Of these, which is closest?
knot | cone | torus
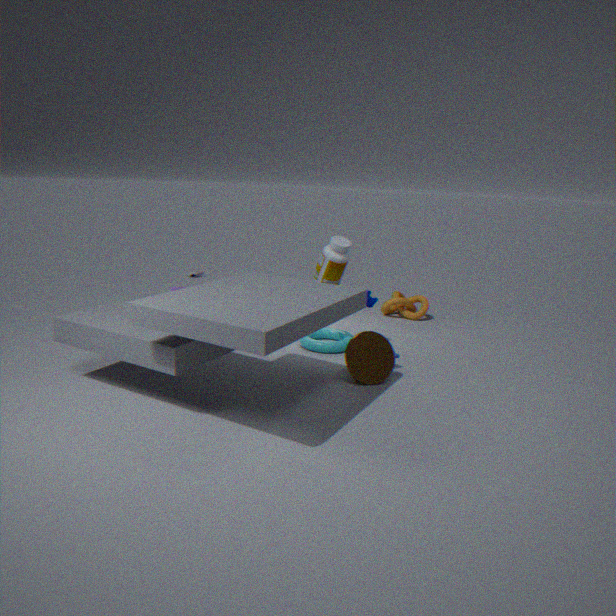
cone
